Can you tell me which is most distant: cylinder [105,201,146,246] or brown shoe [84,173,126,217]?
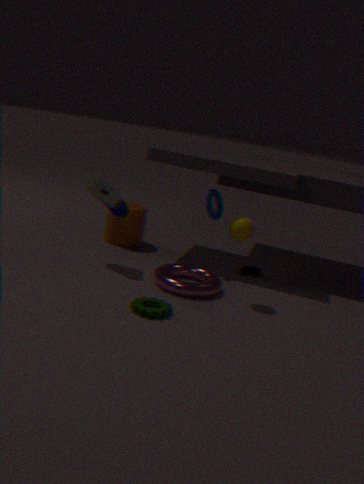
cylinder [105,201,146,246]
